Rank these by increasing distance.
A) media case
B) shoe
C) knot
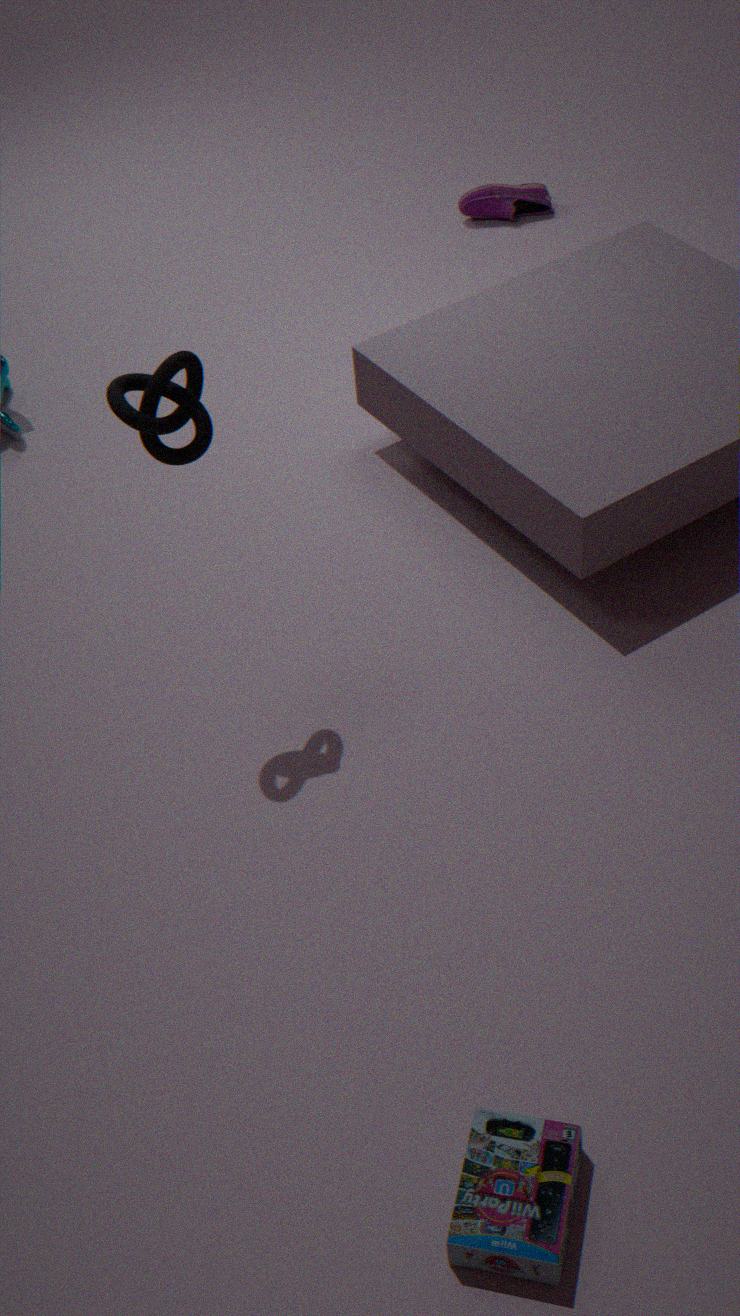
1. media case
2. knot
3. shoe
